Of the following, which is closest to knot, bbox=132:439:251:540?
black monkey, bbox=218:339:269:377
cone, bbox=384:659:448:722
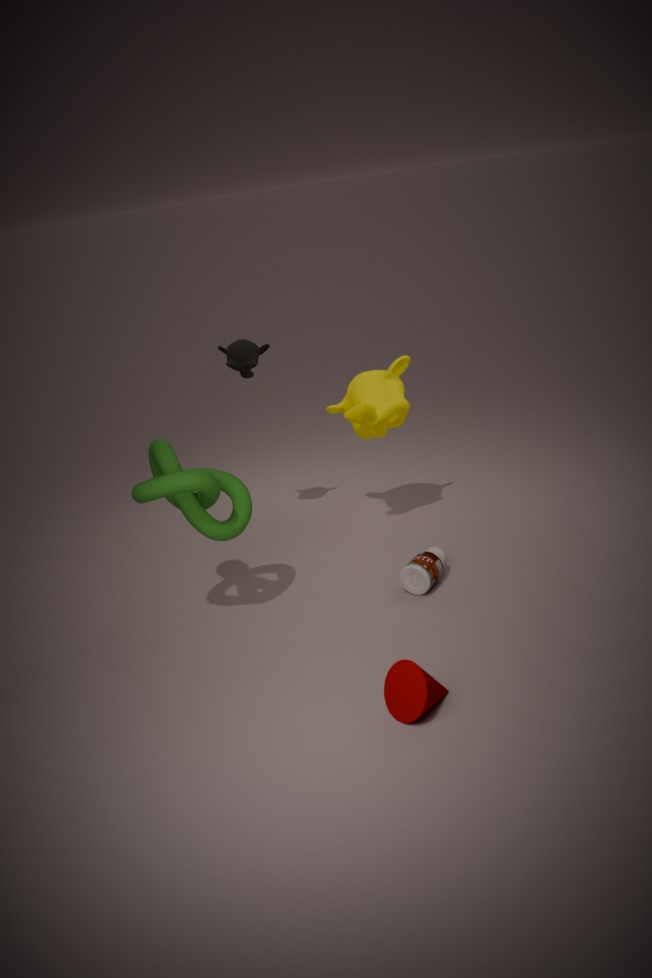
black monkey, bbox=218:339:269:377
